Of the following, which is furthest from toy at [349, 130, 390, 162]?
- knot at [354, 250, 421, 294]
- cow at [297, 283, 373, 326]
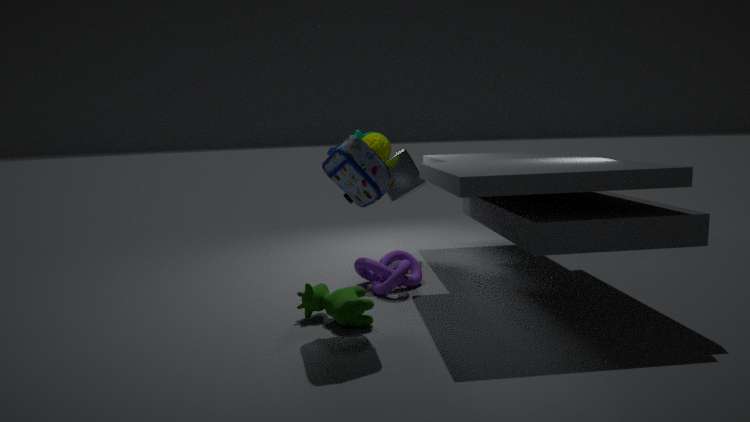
cow at [297, 283, 373, 326]
